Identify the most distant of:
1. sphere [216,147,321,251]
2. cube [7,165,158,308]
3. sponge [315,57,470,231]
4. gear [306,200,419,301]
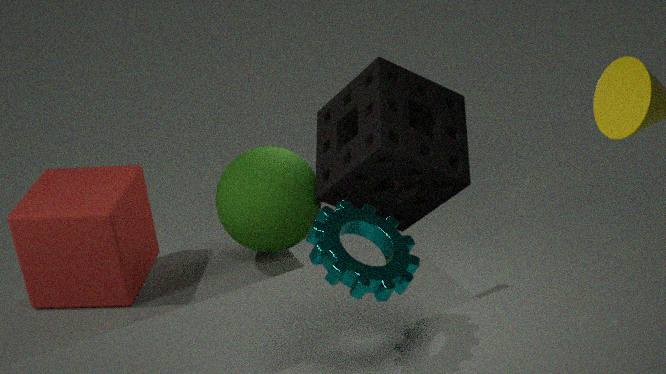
sphere [216,147,321,251]
